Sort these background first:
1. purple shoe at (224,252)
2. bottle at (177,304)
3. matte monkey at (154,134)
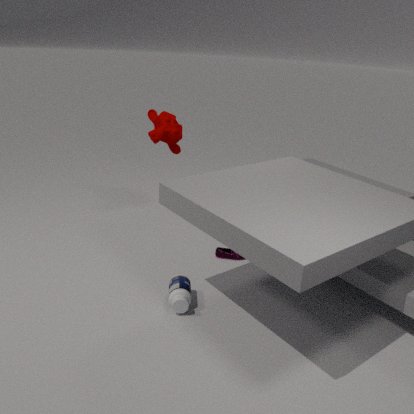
matte monkey at (154,134) → purple shoe at (224,252) → bottle at (177,304)
